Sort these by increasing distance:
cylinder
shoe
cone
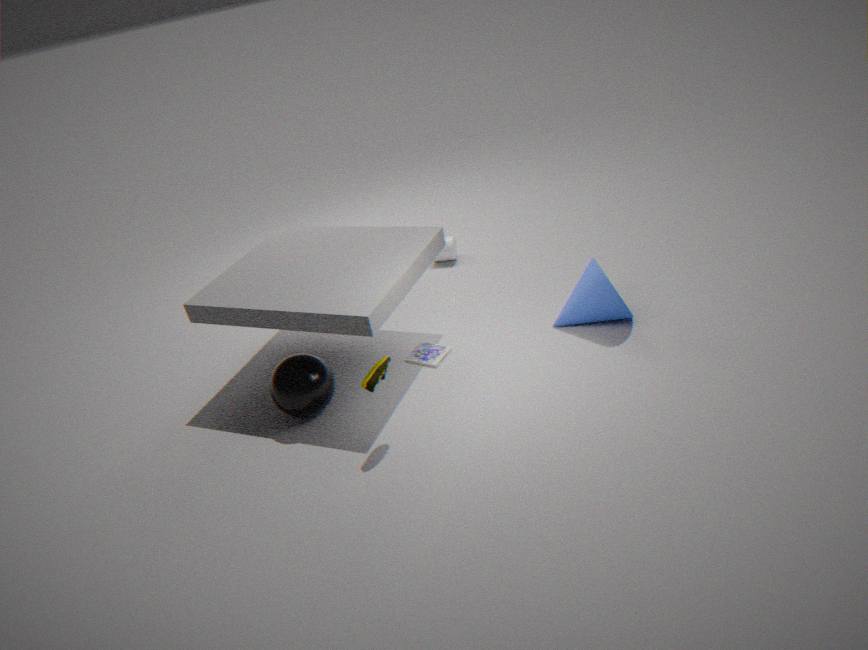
shoe < cone < cylinder
